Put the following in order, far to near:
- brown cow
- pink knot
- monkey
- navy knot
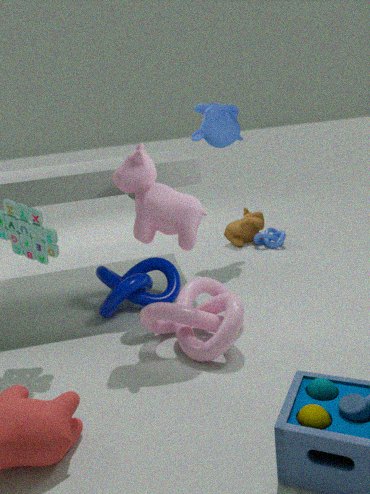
brown cow
monkey
navy knot
pink knot
